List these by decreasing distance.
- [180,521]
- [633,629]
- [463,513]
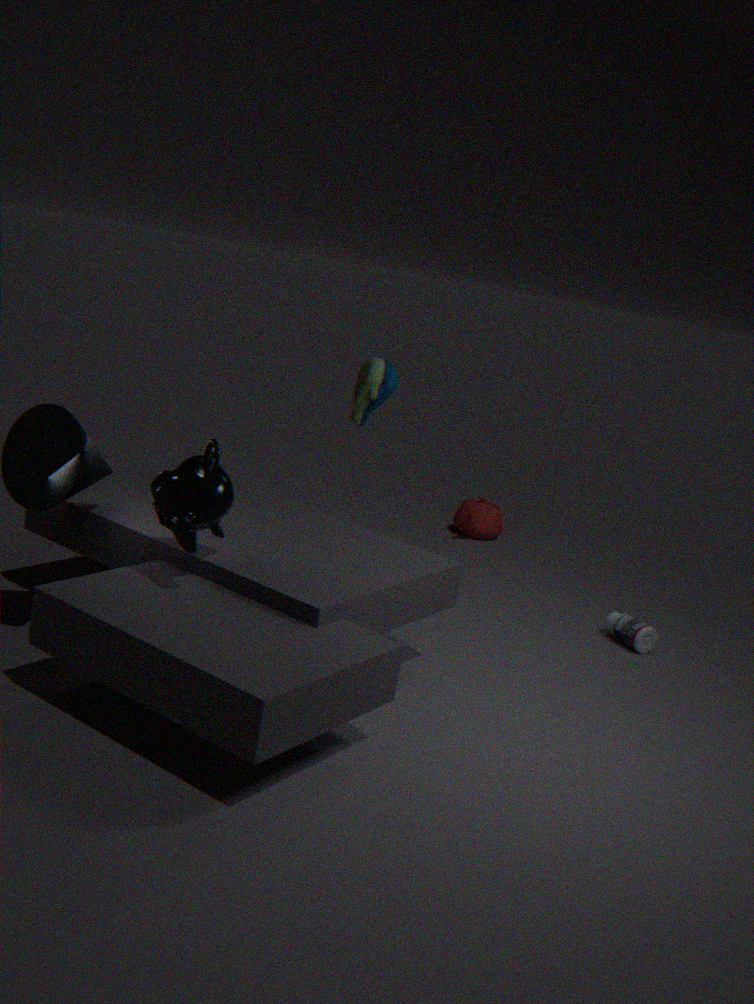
[463,513] → [633,629] → [180,521]
